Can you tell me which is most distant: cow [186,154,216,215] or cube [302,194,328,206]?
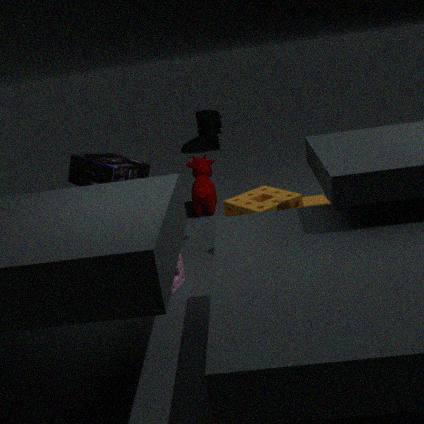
cow [186,154,216,215]
